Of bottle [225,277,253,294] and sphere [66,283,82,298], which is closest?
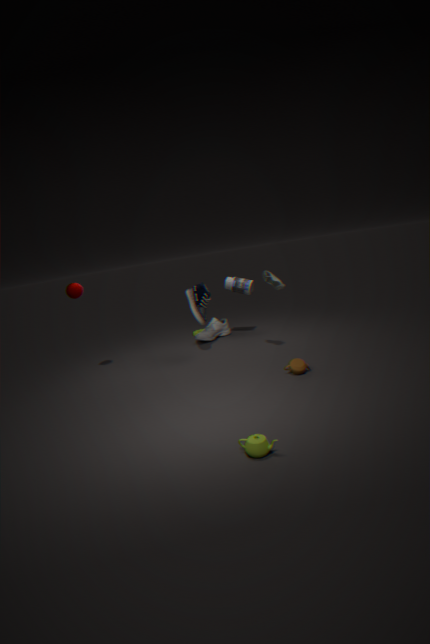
sphere [66,283,82,298]
